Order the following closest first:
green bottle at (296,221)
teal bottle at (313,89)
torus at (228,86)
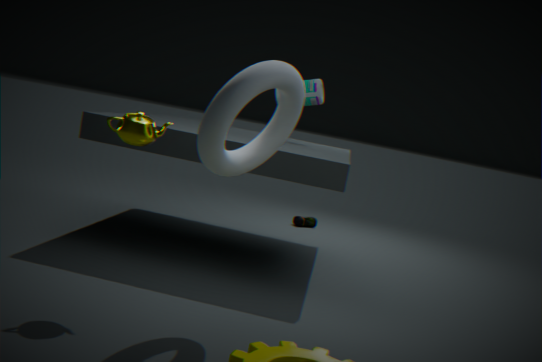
1. torus at (228,86)
2. teal bottle at (313,89)
3. green bottle at (296,221)
